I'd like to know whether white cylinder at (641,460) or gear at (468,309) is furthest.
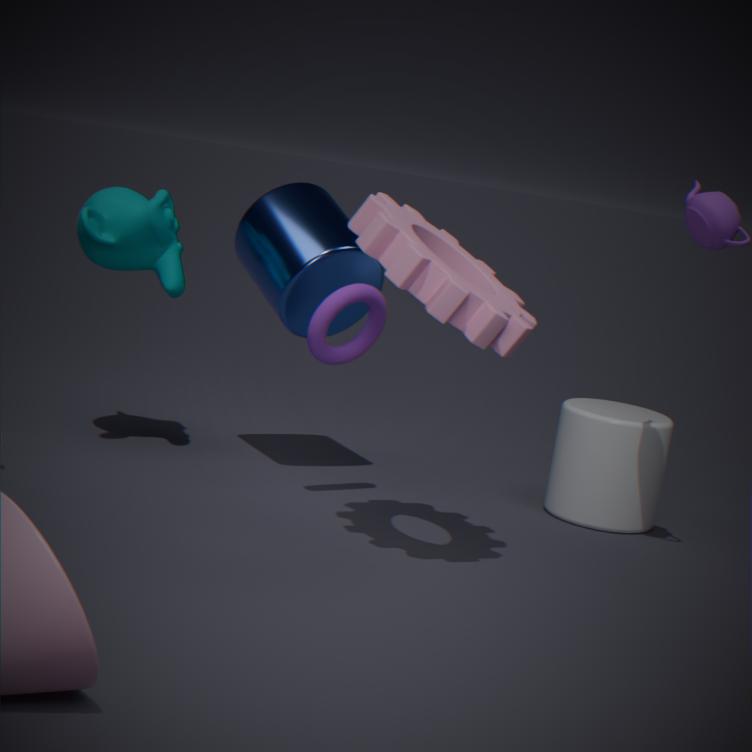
white cylinder at (641,460)
